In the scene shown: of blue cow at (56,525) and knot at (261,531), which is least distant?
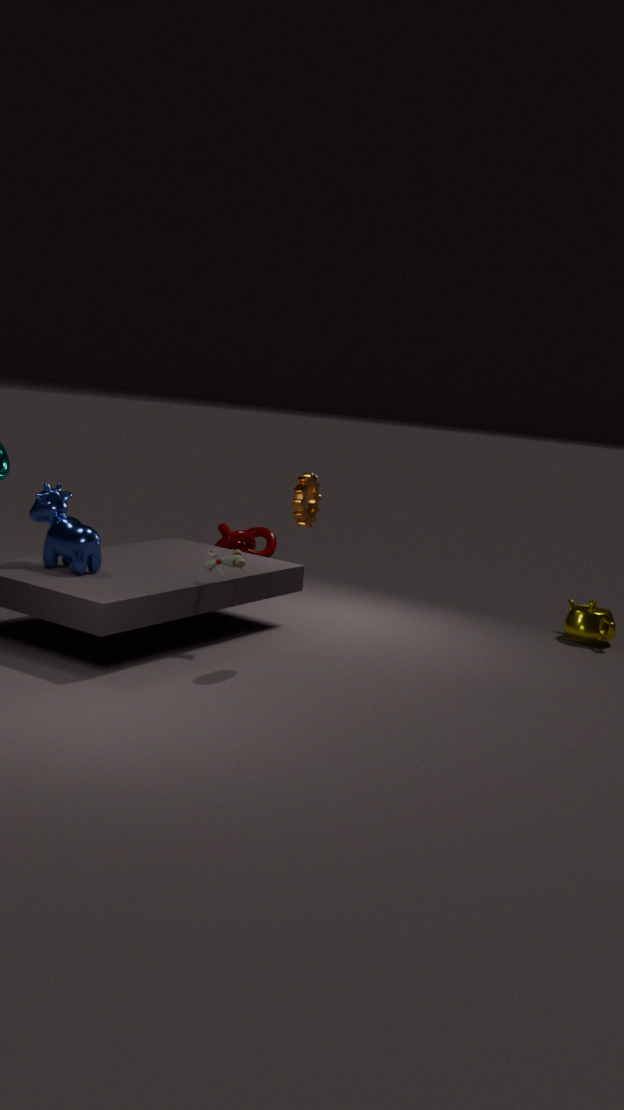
blue cow at (56,525)
